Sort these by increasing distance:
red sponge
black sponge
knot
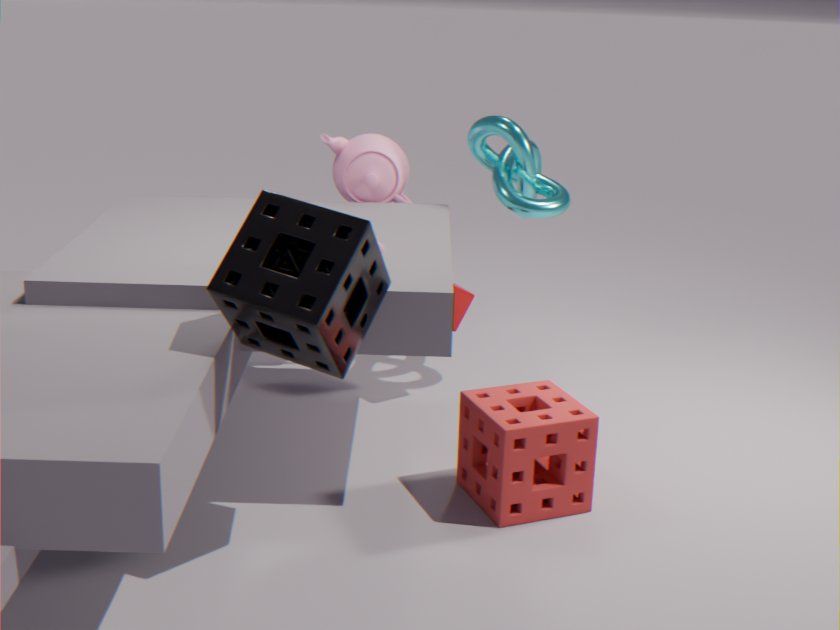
black sponge → red sponge → knot
